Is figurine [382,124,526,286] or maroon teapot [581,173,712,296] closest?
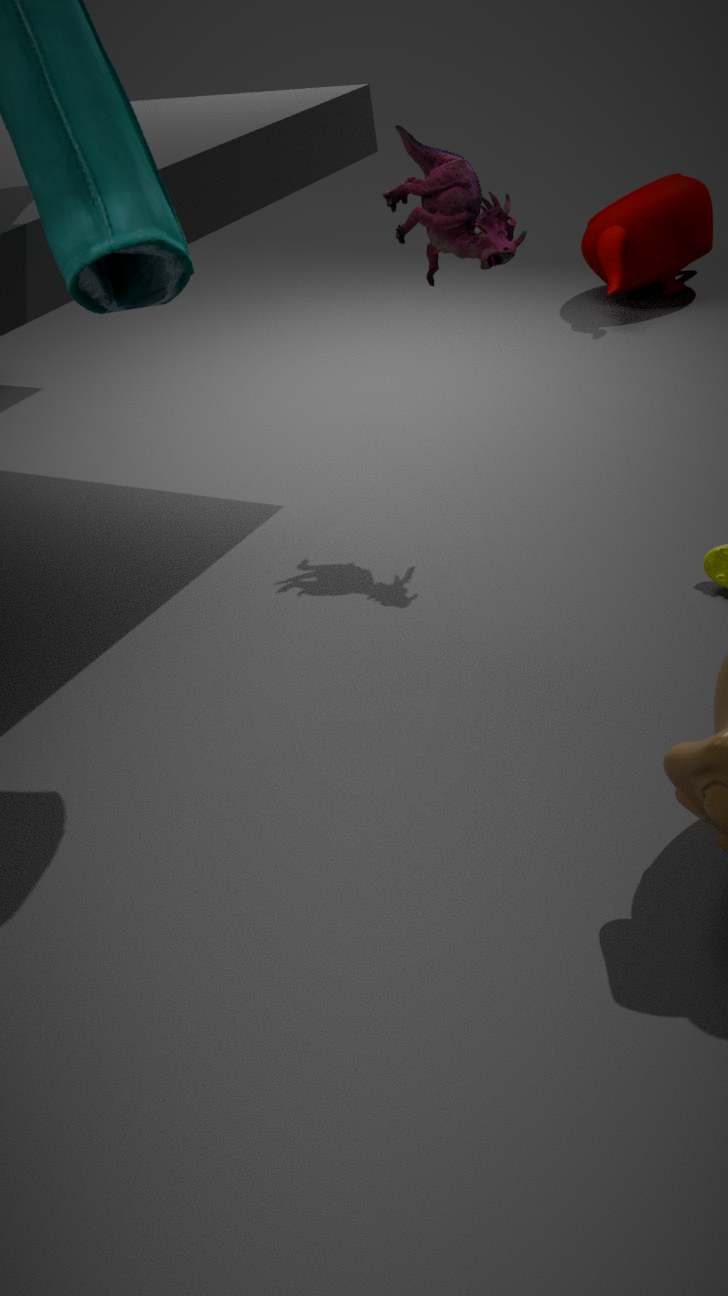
figurine [382,124,526,286]
